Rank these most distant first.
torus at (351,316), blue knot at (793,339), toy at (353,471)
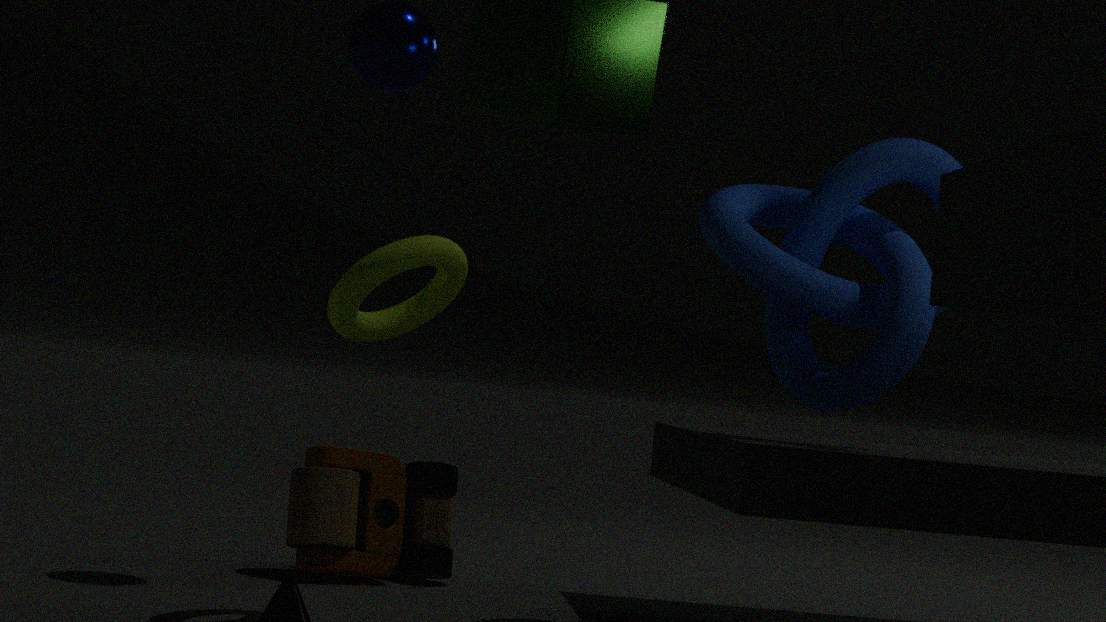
1. toy at (353,471)
2. blue knot at (793,339)
3. torus at (351,316)
